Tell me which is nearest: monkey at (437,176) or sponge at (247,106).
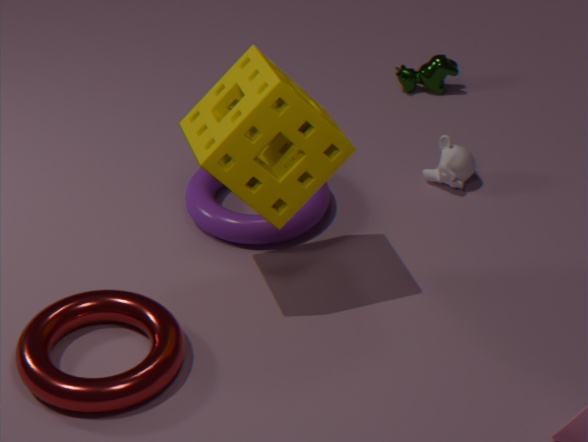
sponge at (247,106)
